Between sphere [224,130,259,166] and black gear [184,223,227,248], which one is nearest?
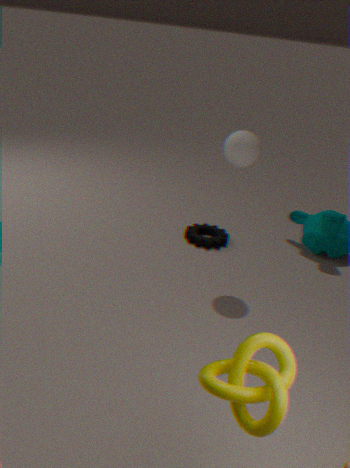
sphere [224,130,259,166]
